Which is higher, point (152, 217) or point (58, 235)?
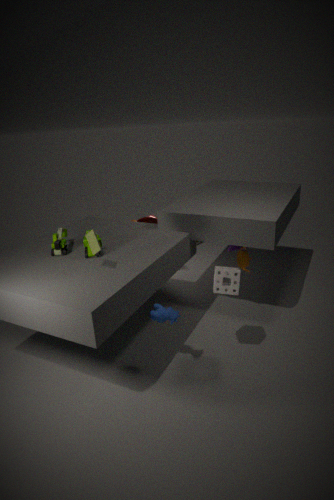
point (58, 235)
